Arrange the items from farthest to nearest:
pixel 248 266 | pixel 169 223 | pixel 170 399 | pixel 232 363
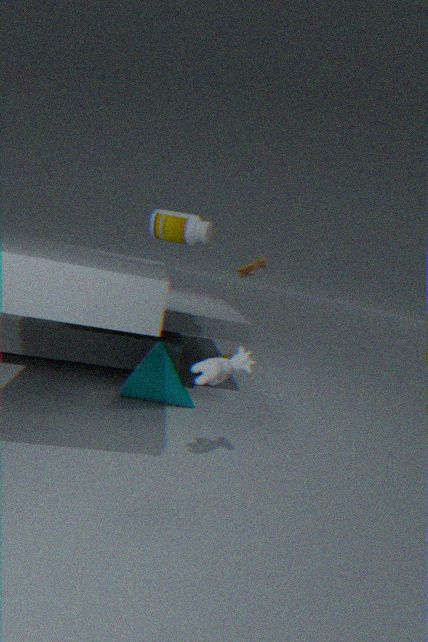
1. pixel 248 266
2. pixel 170 399
3. pixel 169 223
4. pixel 232 363
